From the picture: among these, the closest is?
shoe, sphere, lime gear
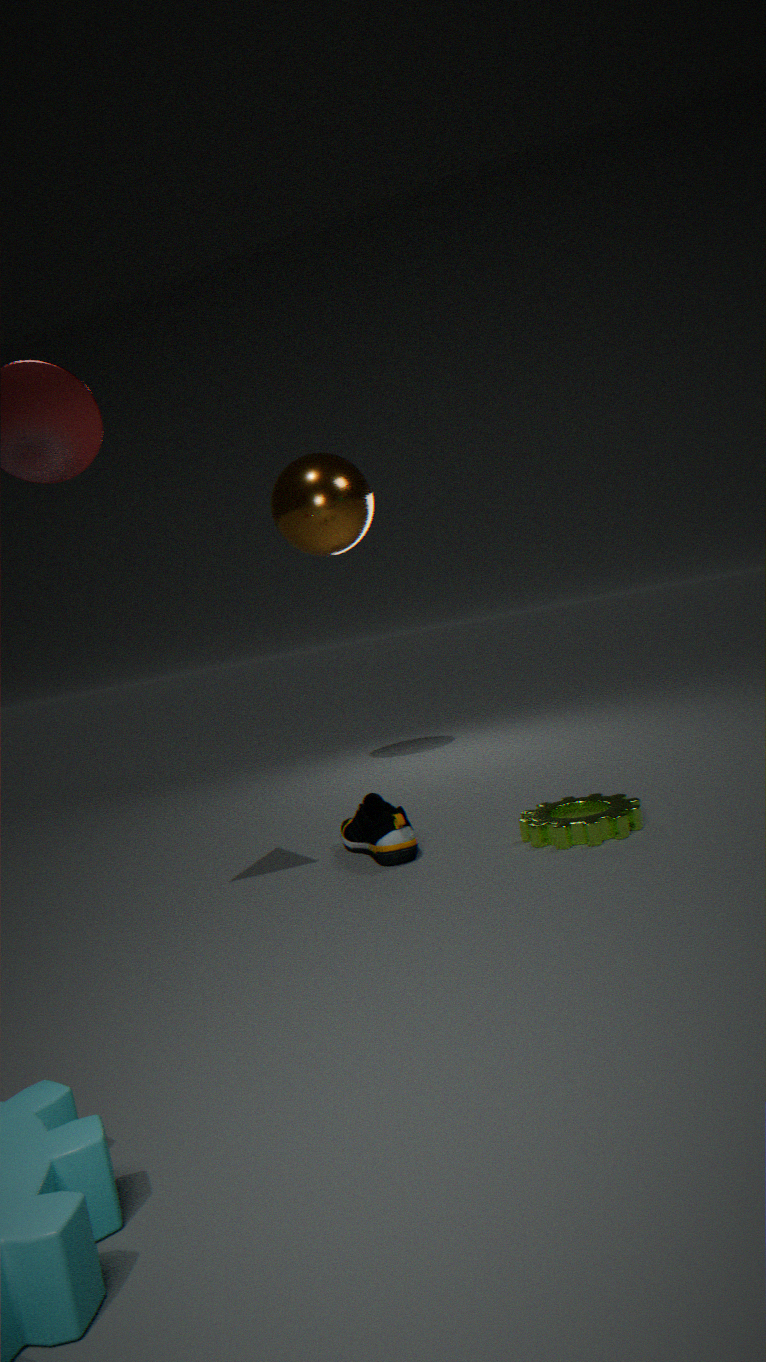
lime gear
